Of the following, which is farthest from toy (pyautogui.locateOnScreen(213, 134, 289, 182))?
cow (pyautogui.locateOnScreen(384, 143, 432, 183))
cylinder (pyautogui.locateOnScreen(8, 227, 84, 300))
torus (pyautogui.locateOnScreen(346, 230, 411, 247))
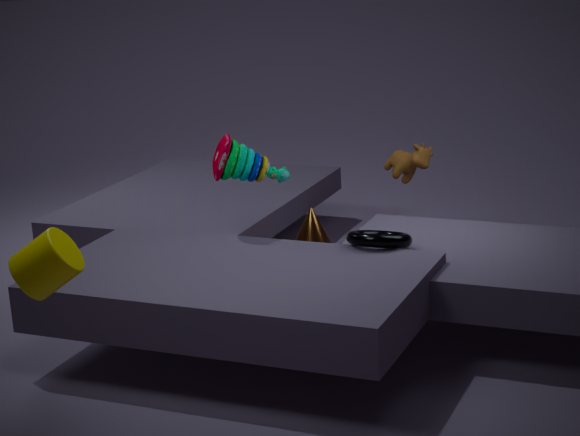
cylinder (pyautogui.locateOnScreen(8, 227, 84, 300))
